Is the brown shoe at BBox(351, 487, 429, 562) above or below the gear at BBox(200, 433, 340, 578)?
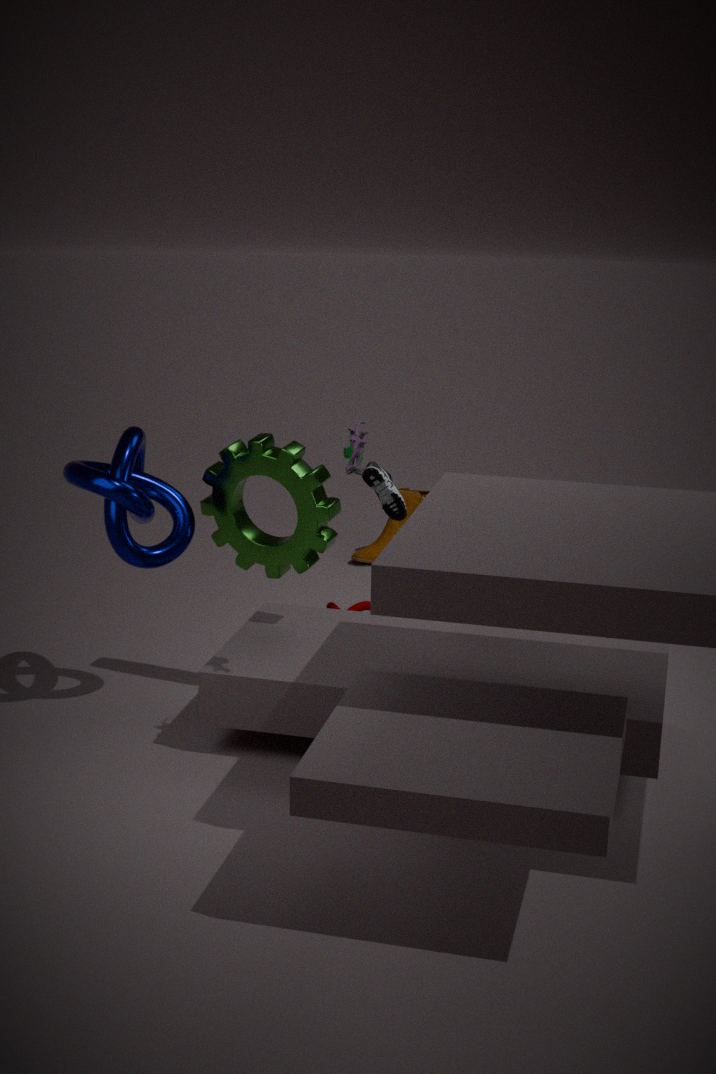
below
